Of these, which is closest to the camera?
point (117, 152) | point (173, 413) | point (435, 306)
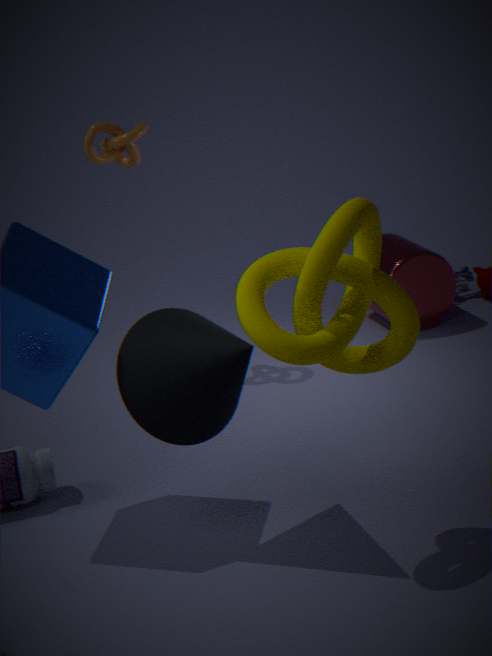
point (173, 413)
